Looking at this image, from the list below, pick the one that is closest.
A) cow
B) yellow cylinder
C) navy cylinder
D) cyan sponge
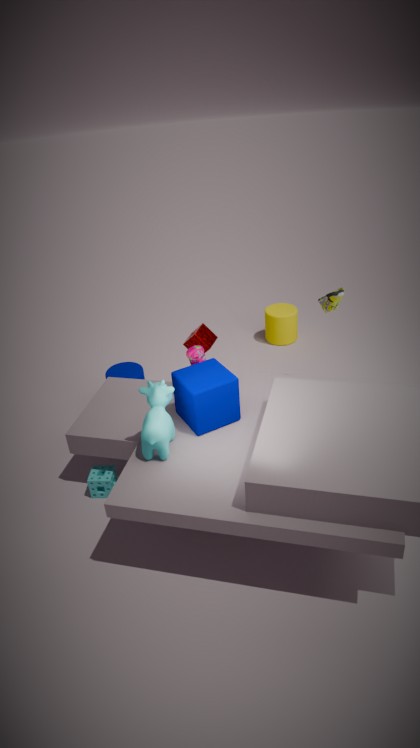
cow
